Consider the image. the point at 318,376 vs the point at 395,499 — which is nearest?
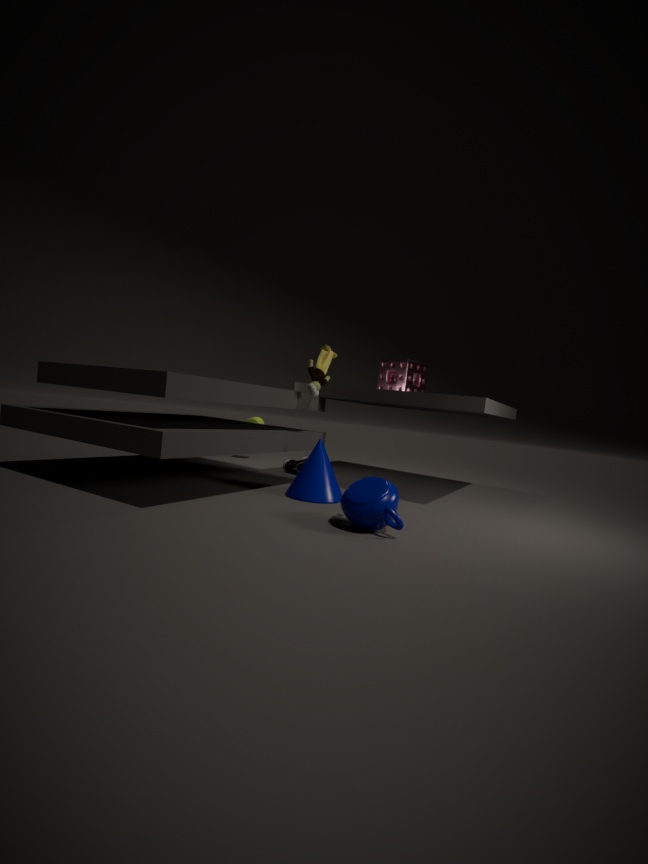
the point at 395,499
